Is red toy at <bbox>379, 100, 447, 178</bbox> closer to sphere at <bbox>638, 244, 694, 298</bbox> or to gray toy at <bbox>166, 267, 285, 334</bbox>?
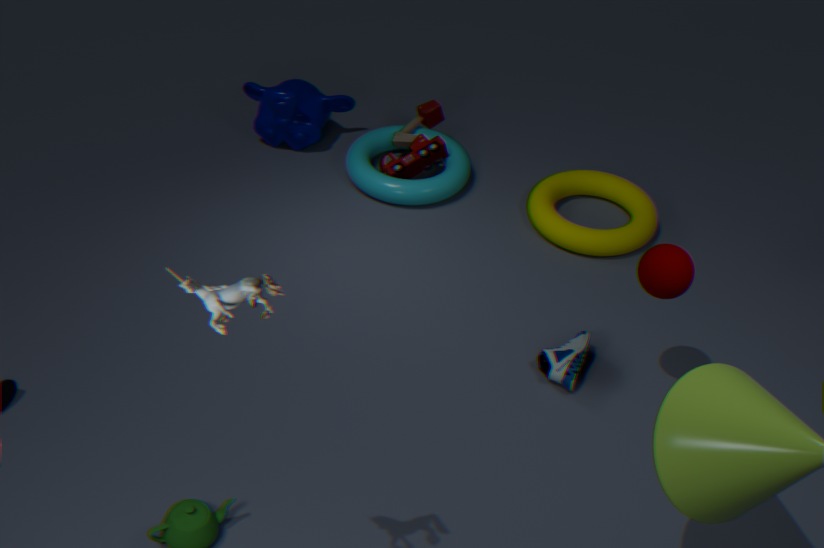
sphere at <bbox>638, 244, 694, 298</bbox>
